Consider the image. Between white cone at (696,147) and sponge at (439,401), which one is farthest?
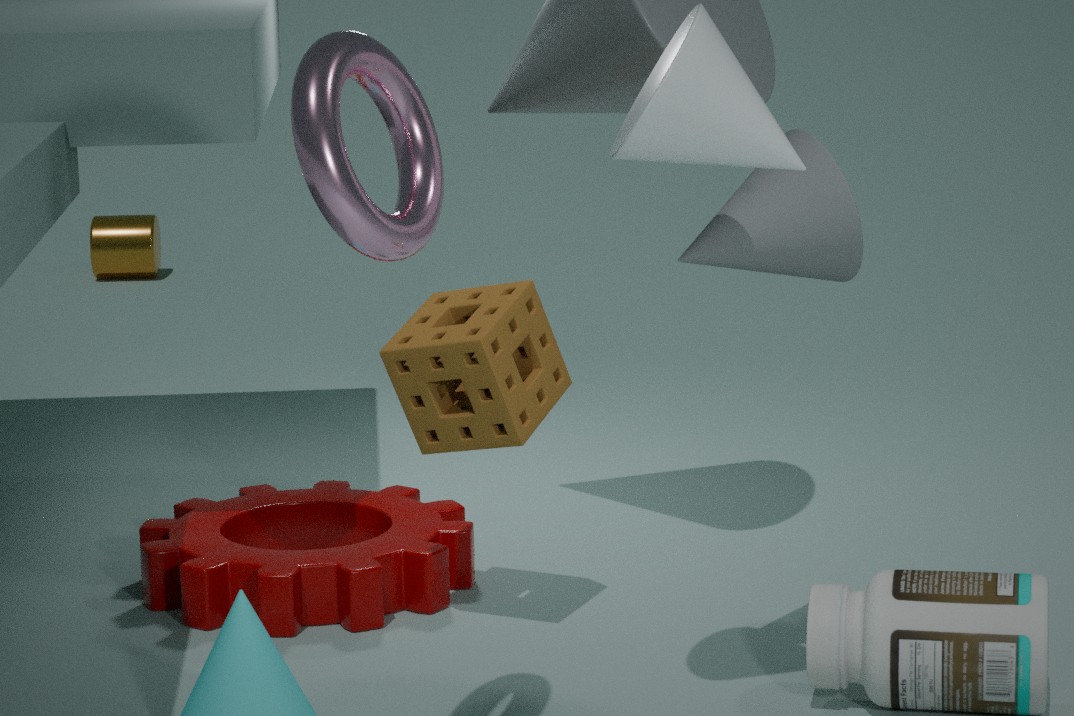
sponge at (439,401)
